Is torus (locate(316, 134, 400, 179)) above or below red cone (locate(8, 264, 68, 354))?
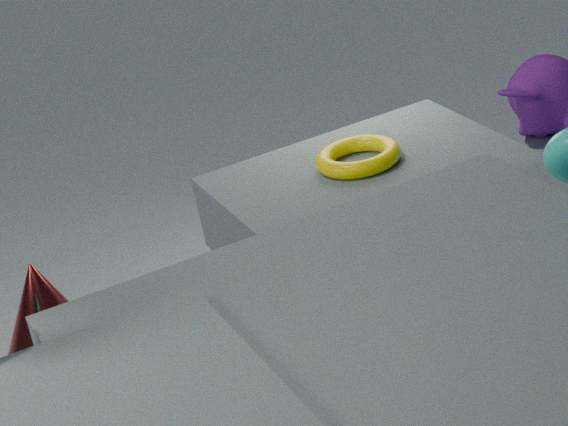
Result: above
